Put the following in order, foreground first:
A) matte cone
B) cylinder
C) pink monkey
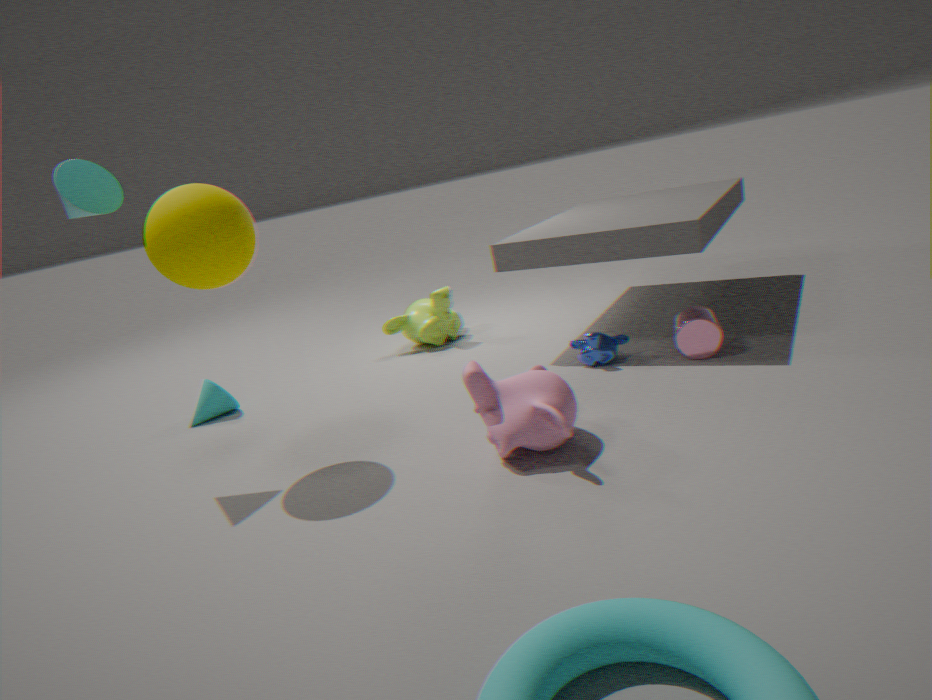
pink monkey → cylinder → matte cone
